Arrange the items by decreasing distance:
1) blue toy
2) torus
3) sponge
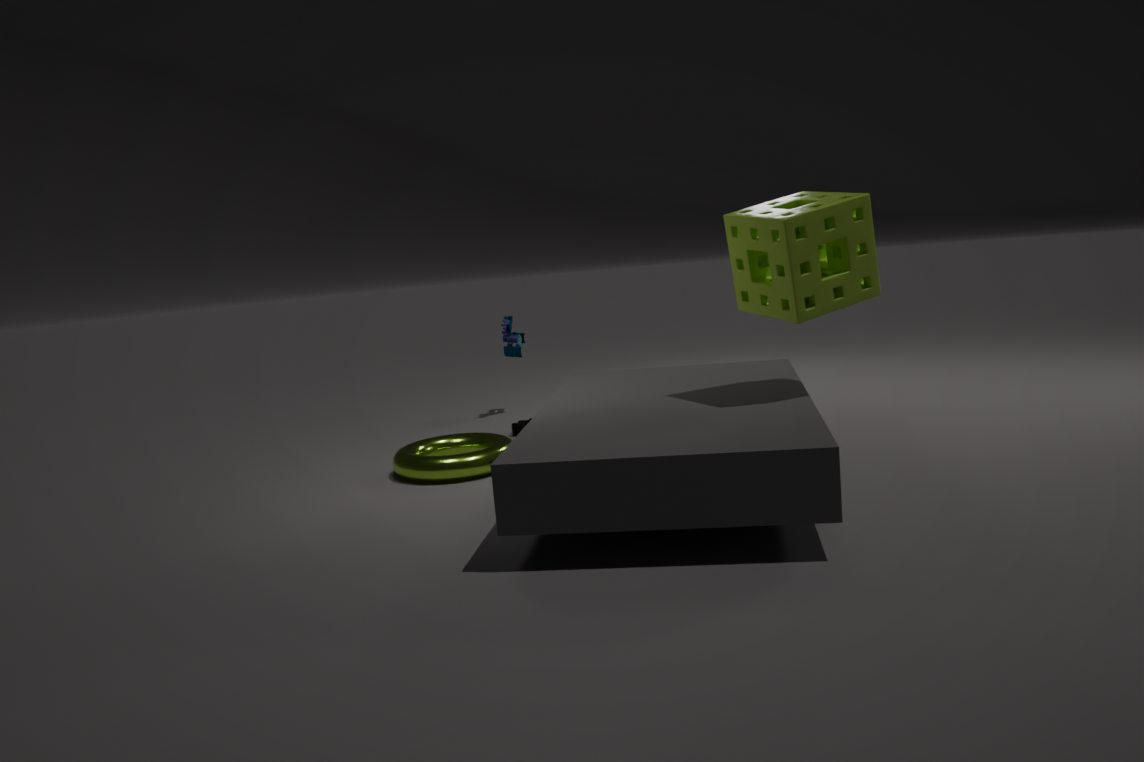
1. blue toy → 2. torus → 3. sponge
